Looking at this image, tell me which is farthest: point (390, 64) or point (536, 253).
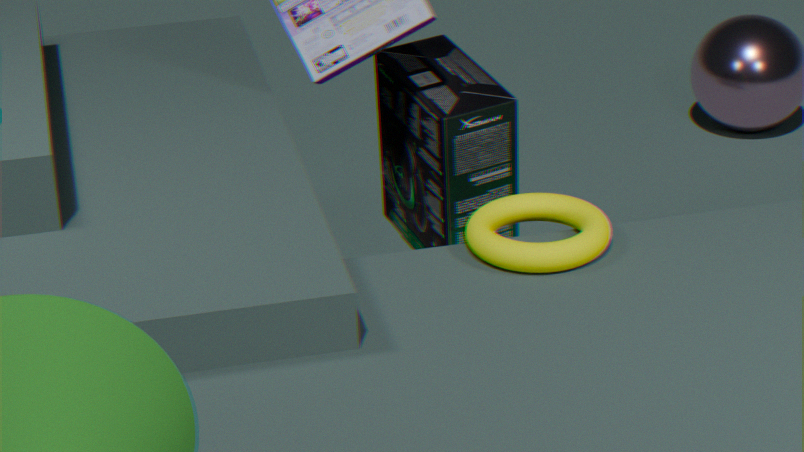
point (390, 64)
